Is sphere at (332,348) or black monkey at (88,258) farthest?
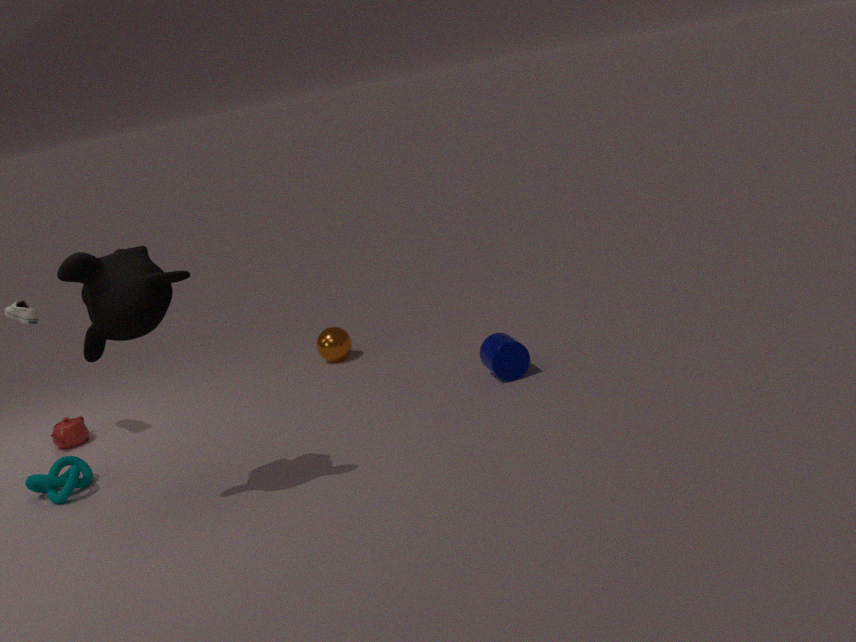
sphere at (332,348)
